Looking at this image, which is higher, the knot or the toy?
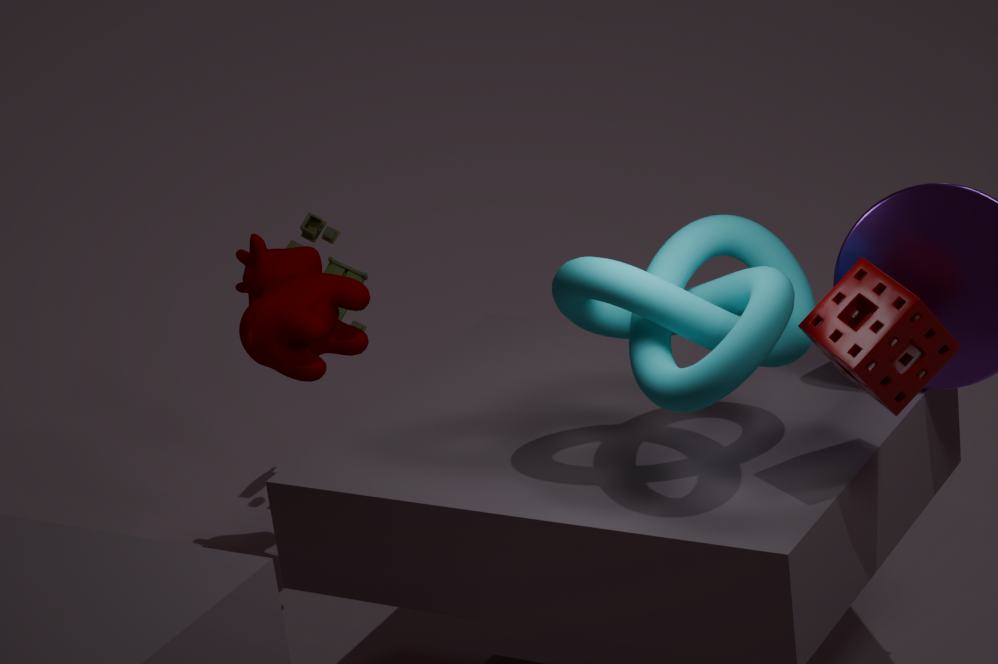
the knot
